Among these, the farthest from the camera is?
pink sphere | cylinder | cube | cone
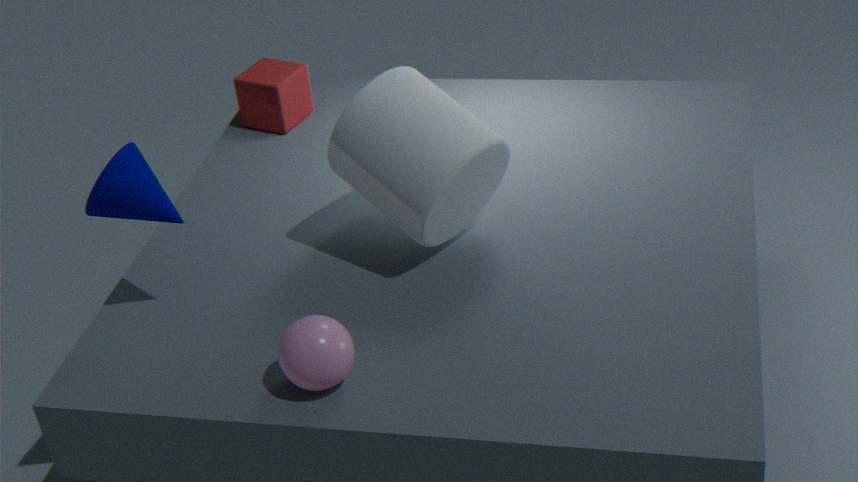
cube
